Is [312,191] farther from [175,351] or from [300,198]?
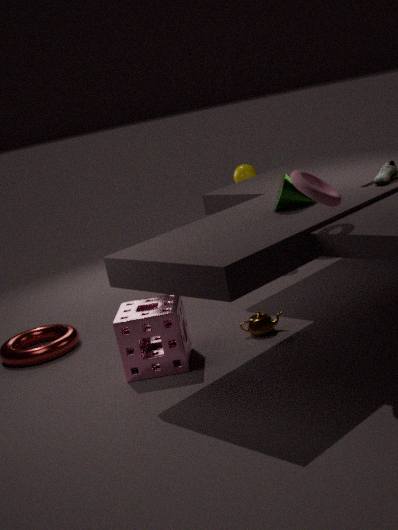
[175,351]
